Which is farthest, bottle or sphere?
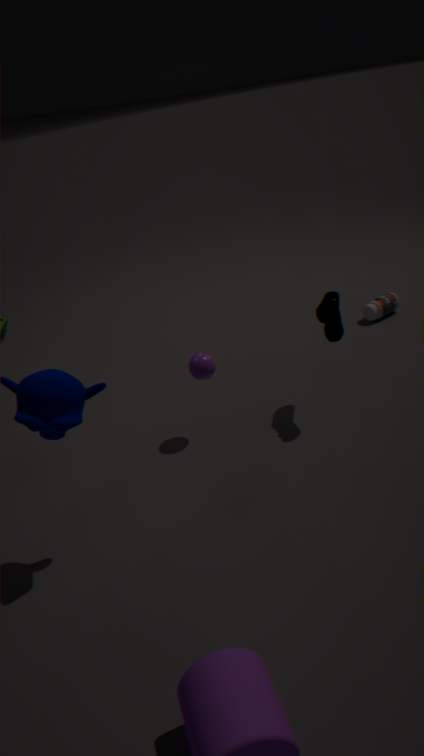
bottle
